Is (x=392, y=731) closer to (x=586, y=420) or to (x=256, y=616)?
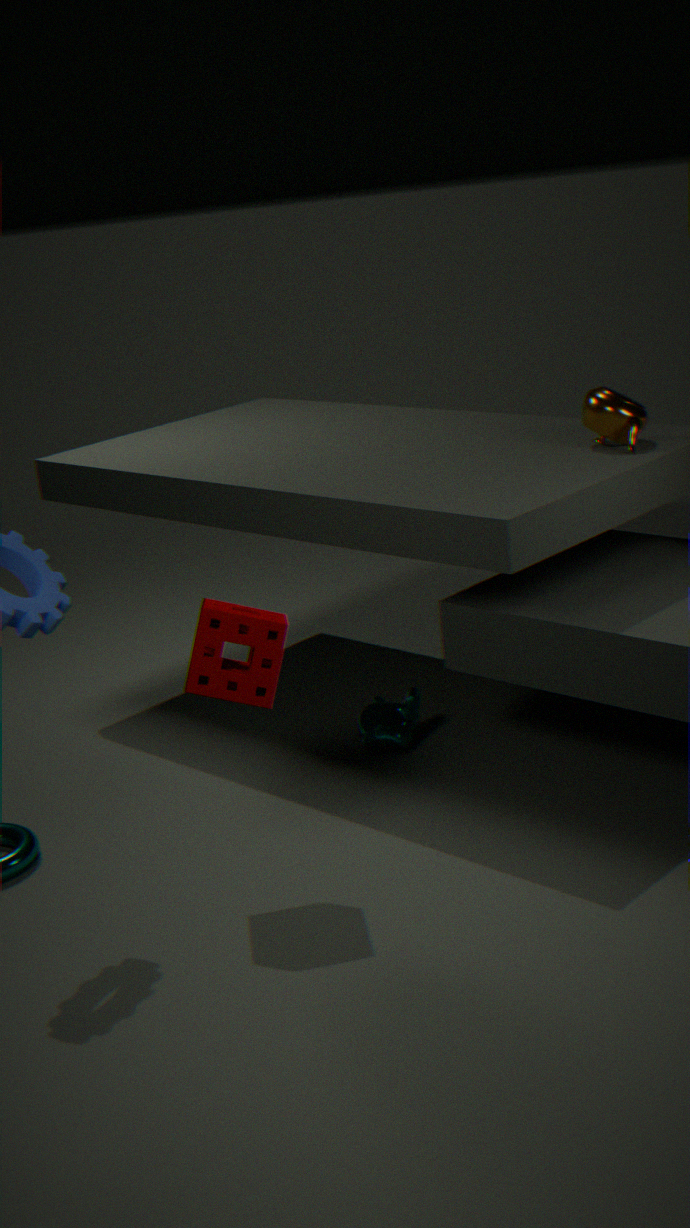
(x=256, y=616)
